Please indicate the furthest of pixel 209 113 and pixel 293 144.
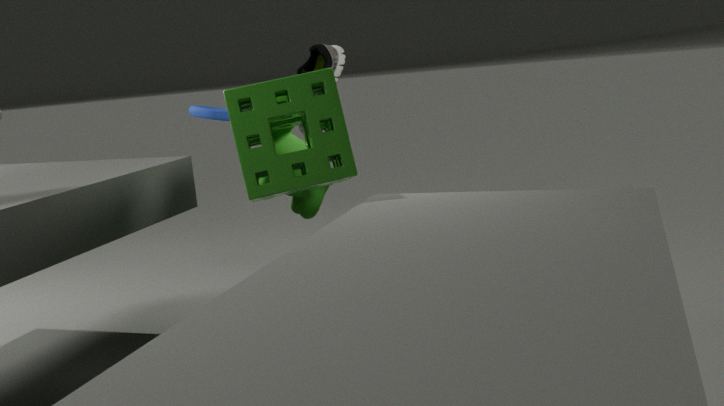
pixel 209 113
